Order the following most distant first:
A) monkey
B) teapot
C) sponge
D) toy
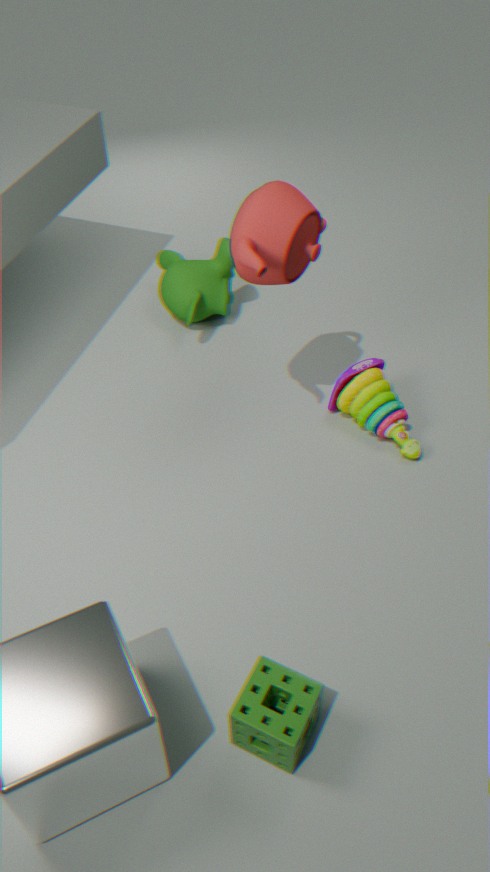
monkey
toy
teapot
sponge
